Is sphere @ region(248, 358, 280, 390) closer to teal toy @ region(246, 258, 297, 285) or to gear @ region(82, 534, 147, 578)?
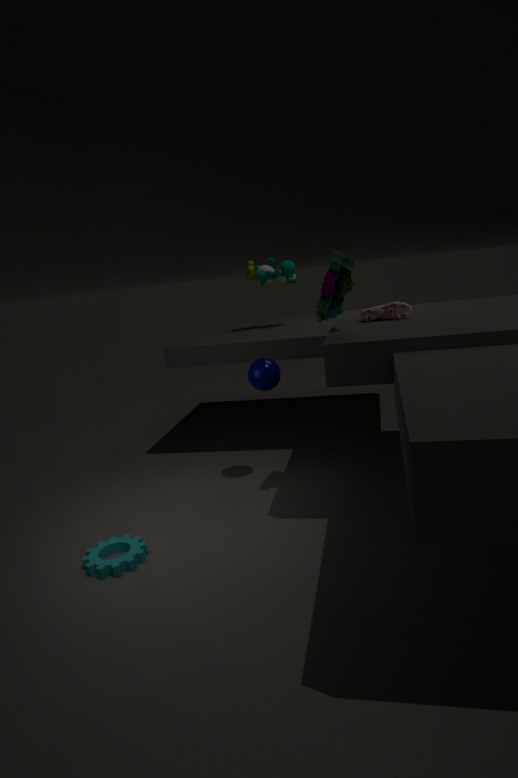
teal toy @ region(246, 258, 297, 285)
